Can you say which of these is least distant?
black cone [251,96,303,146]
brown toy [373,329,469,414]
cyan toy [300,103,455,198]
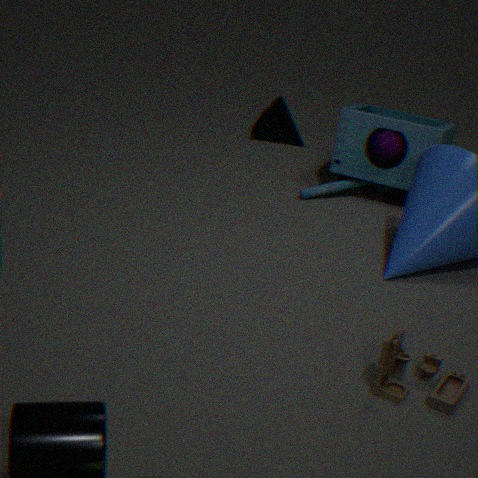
brown toy [373,329,469,414]
